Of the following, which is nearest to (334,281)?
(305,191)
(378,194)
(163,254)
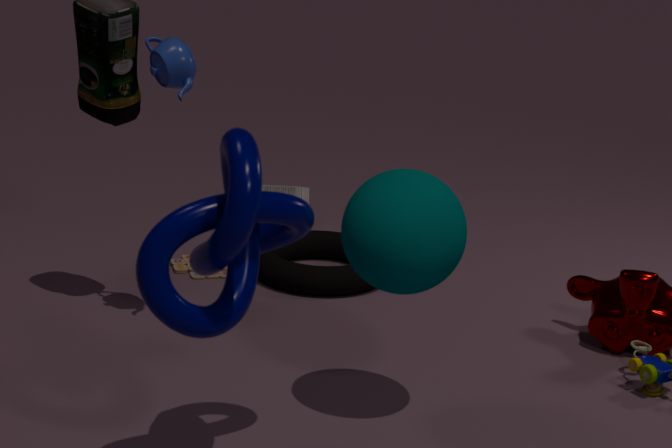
(305,191)
